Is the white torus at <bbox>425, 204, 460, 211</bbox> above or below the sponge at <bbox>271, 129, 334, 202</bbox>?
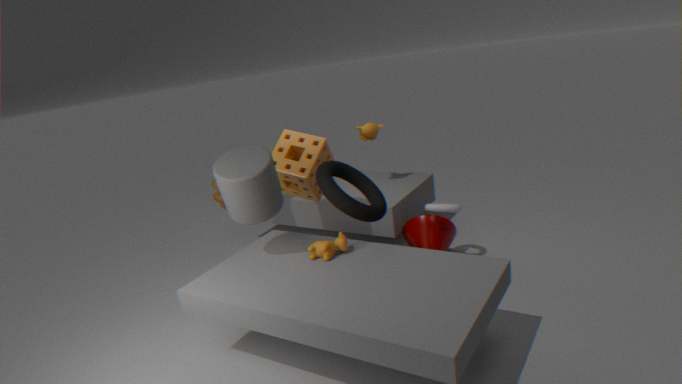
below
